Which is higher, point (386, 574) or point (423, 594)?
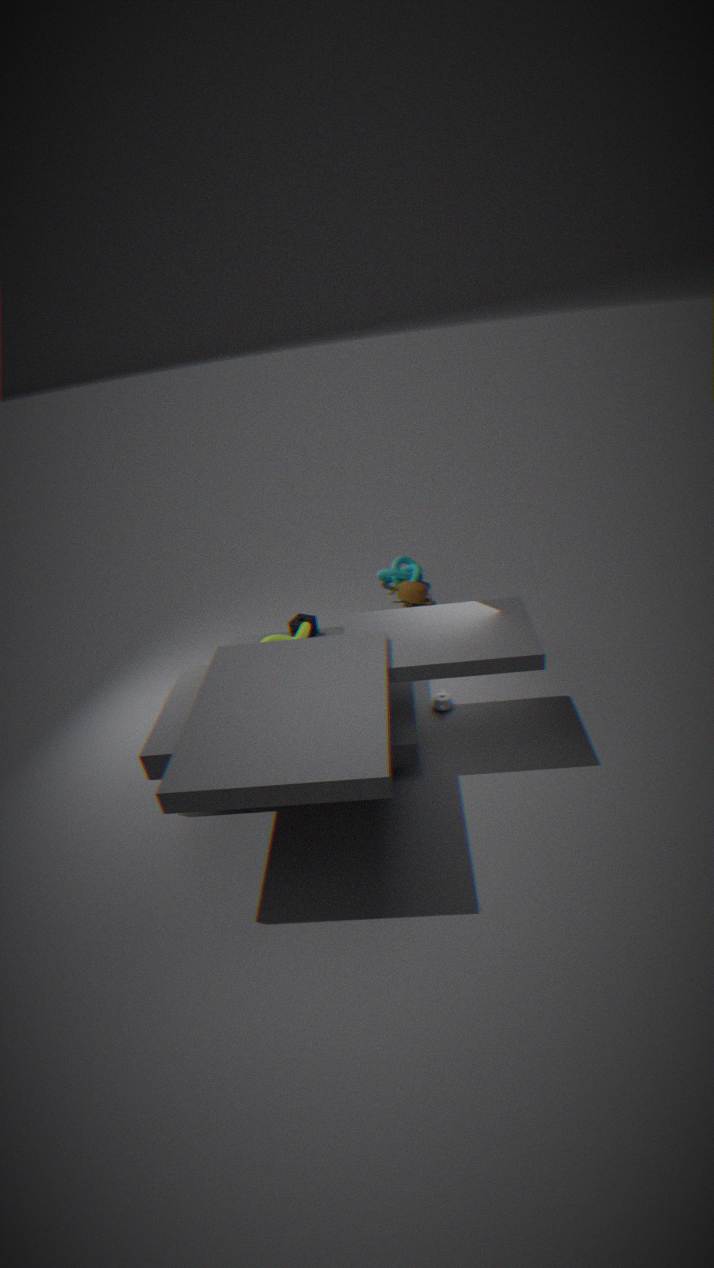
point (423, 594)
